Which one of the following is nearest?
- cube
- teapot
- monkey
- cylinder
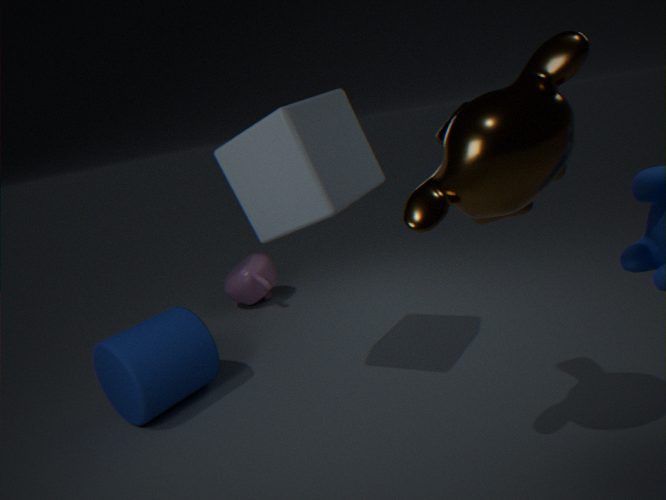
monkey
